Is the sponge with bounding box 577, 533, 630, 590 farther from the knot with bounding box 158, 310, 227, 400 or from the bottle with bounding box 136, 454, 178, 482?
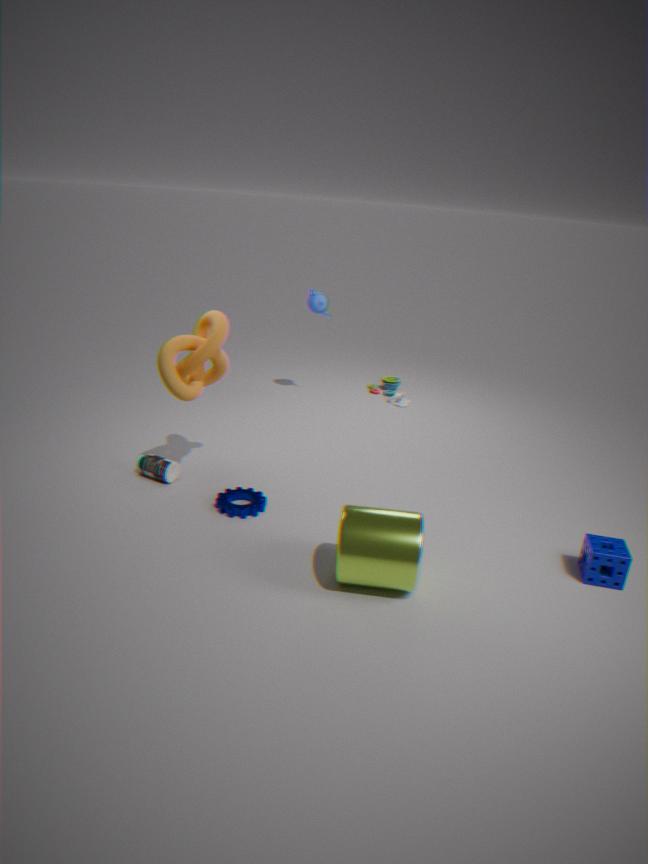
the bottle with bounding box 136, 454, 178, 482
